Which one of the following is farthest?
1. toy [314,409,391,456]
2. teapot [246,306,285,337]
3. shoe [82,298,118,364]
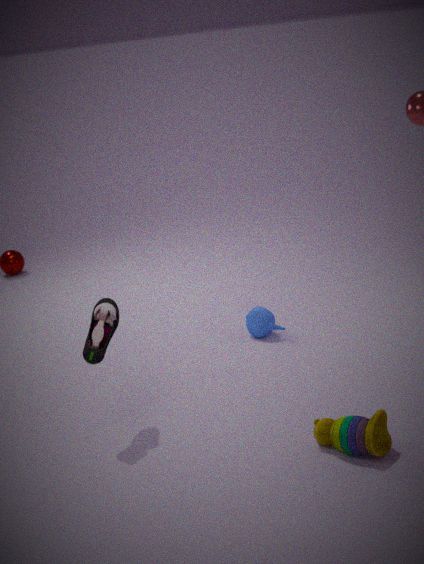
teapot [246,306,285,337]
